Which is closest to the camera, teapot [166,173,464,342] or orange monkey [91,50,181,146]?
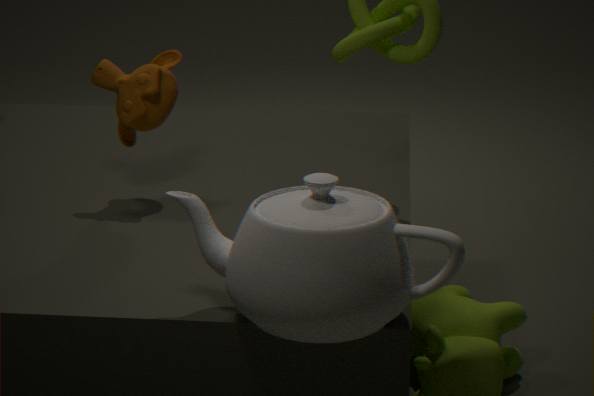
teapot [166,173,464,342]
